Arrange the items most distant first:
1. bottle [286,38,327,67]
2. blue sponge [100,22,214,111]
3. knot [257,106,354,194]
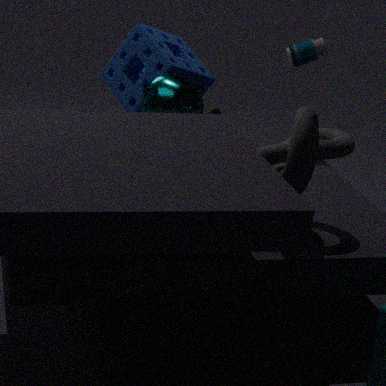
1. bottle [286,38,327,67]
2. blue sponge [100,22,214,111]
3. knot [257,106,354,194]
